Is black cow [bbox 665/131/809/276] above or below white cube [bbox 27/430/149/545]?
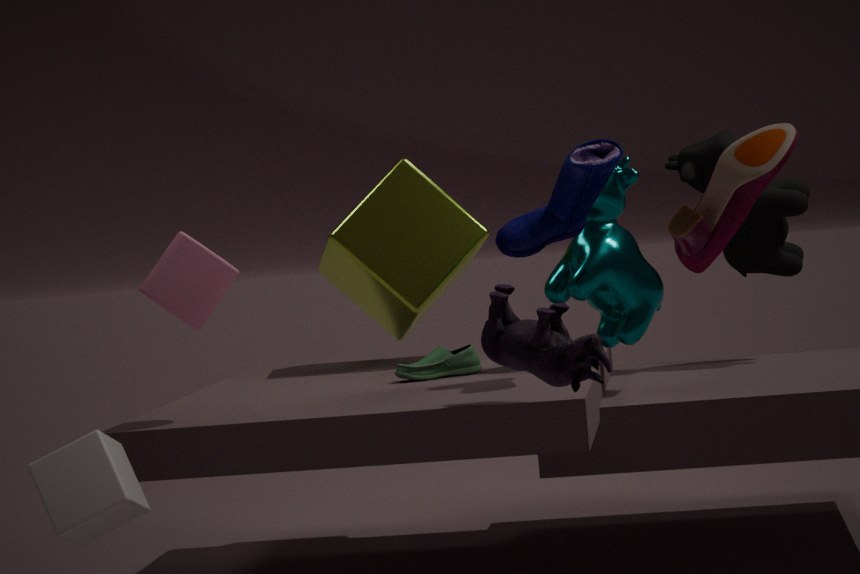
above
